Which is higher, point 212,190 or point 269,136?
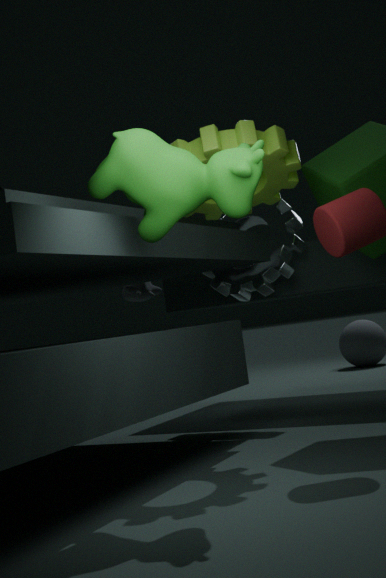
point 269,136
